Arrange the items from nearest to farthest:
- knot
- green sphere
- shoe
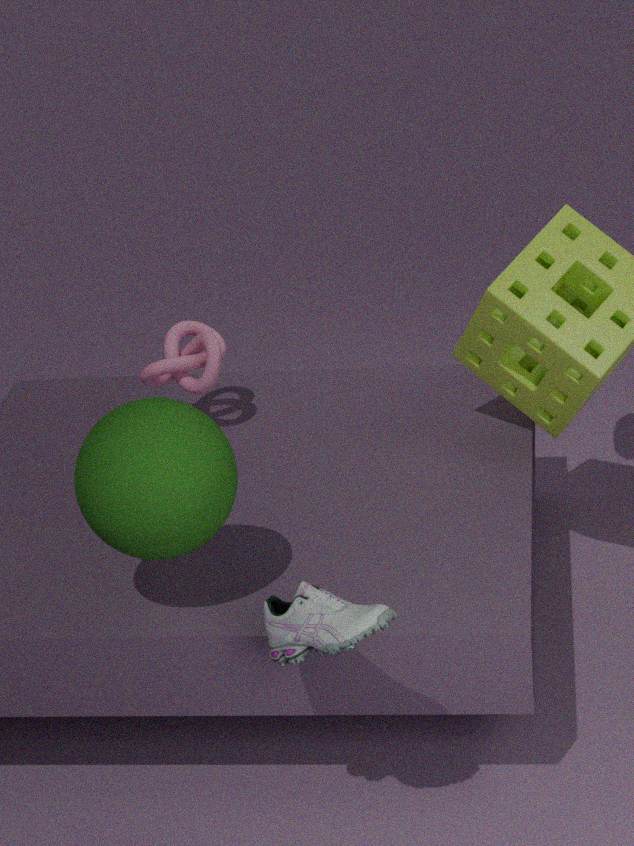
shoe, green sphere, knot
